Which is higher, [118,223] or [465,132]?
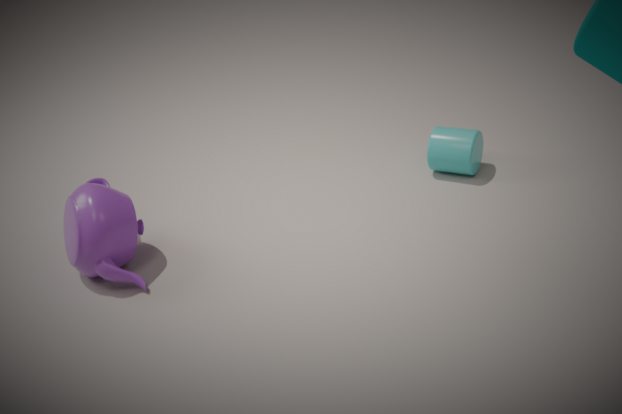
[118,223]
